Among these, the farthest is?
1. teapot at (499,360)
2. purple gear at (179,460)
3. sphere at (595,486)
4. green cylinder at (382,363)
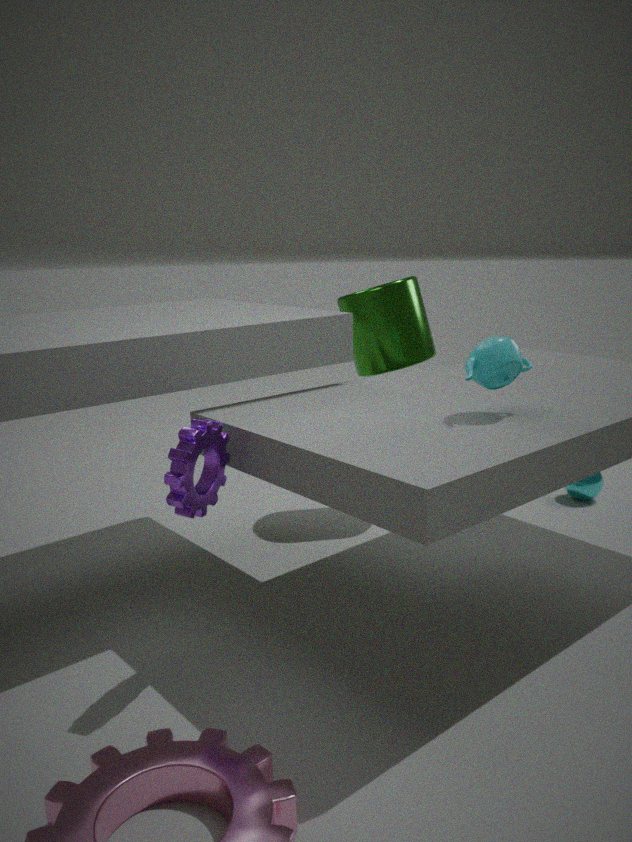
sphere at (595,486)
